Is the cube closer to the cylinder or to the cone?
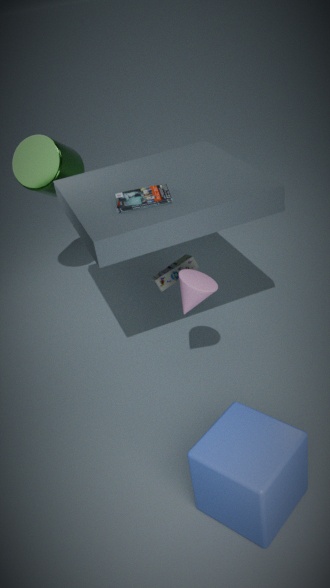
the cone
